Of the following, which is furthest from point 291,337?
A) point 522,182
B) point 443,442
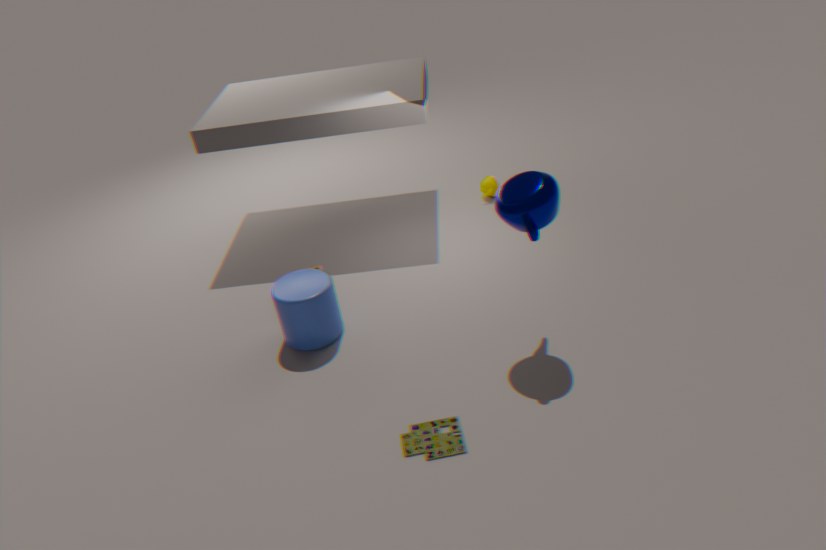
point 522,182
